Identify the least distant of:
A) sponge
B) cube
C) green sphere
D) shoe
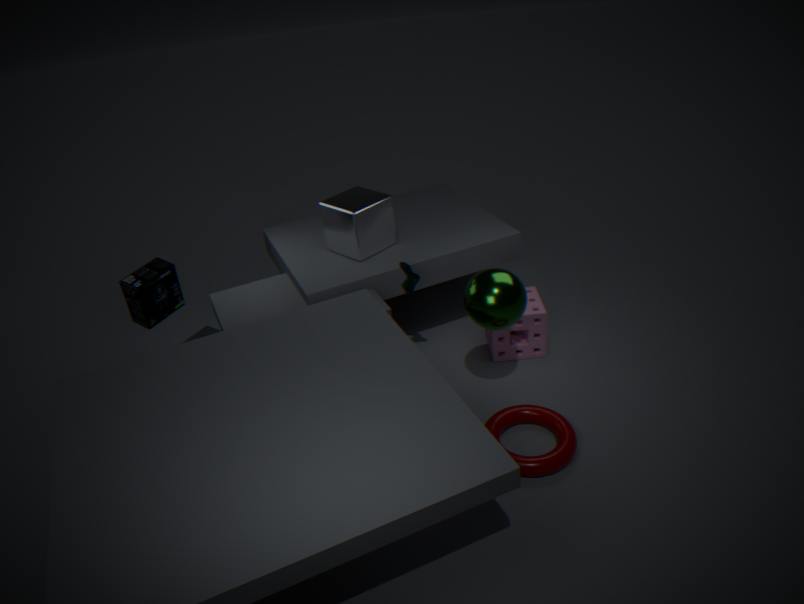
green sphere
